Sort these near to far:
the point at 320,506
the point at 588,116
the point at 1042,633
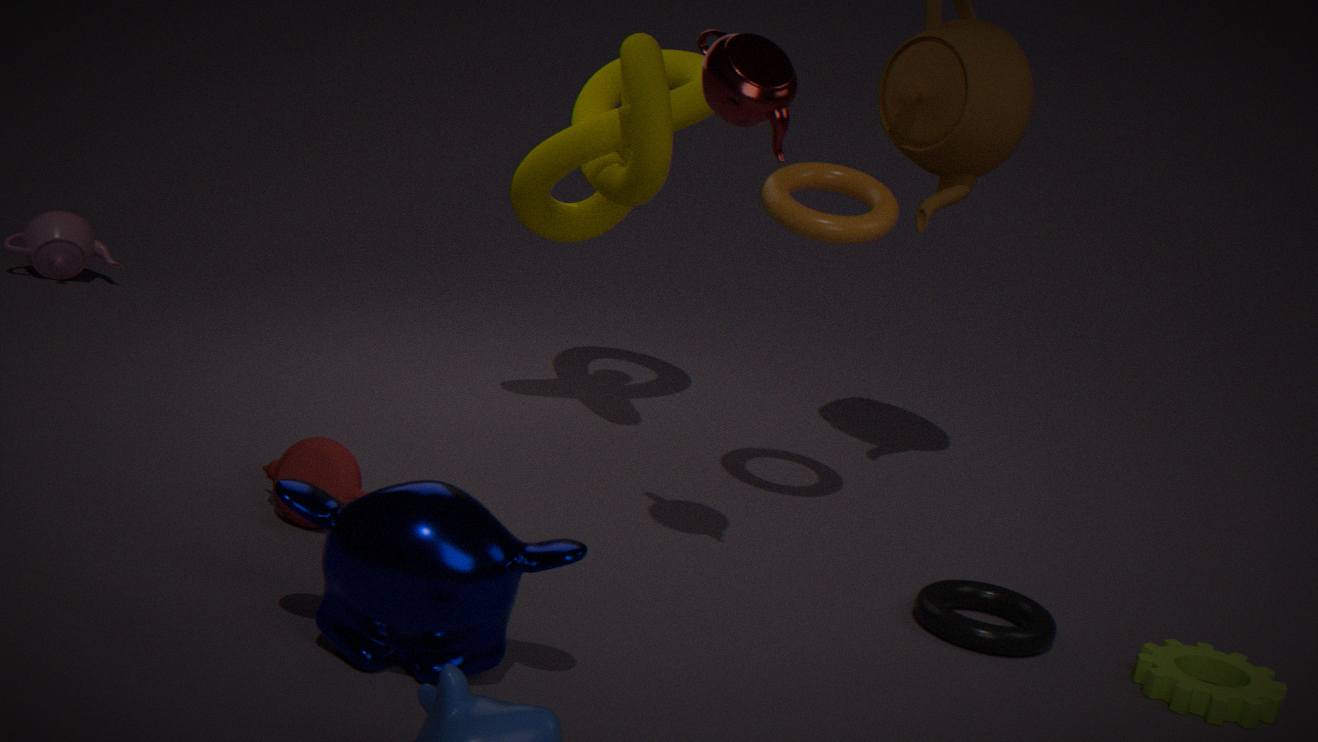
the point at 320,506 → the point at 1042,633 → the point at 588,116
